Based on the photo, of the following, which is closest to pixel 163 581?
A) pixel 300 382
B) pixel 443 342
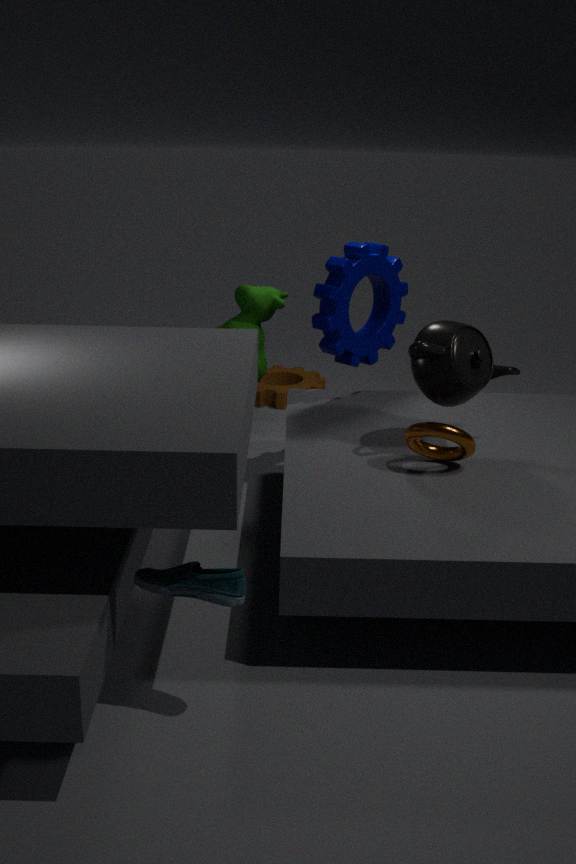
pixel 443 342
